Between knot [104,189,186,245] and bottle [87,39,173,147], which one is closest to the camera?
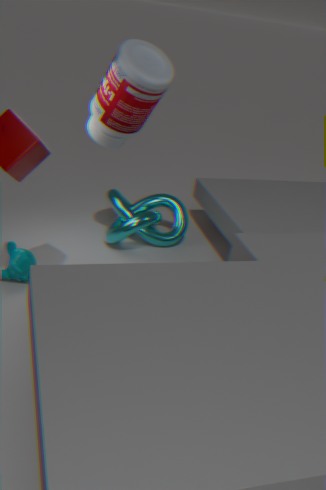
bottle [87,39,173,147]
